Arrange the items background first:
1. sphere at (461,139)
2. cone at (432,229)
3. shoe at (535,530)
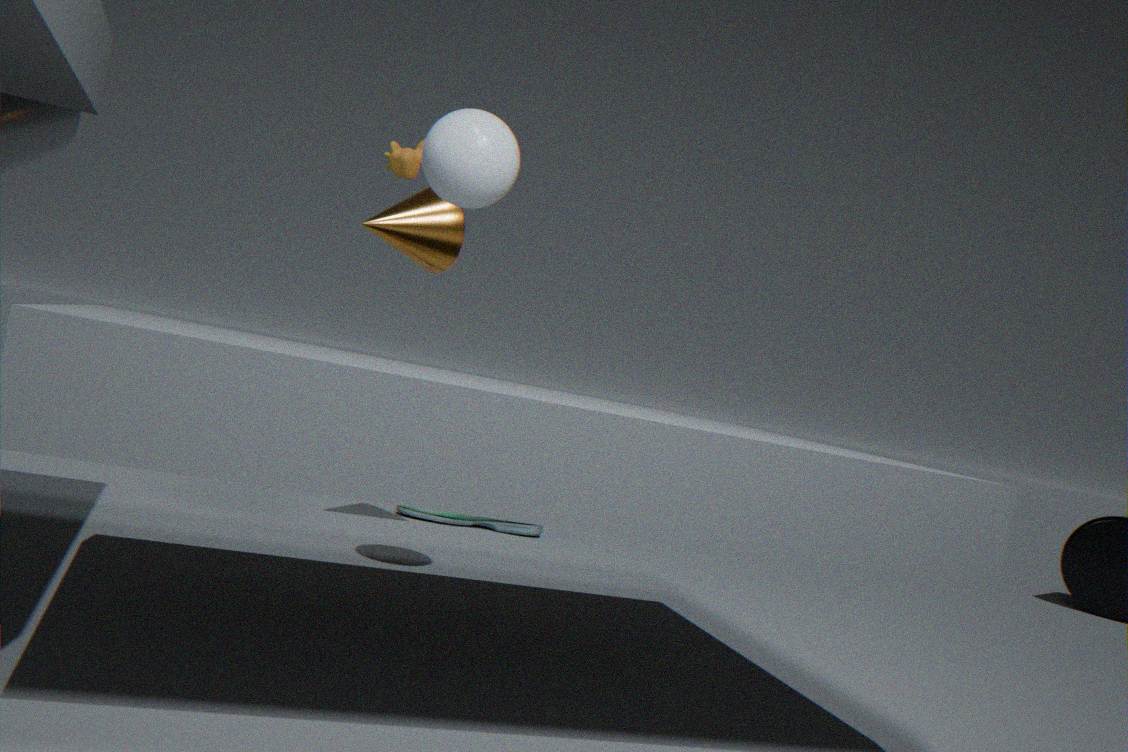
shoe at (535,530) < cone at (432,229) < sphere at (461,139)
